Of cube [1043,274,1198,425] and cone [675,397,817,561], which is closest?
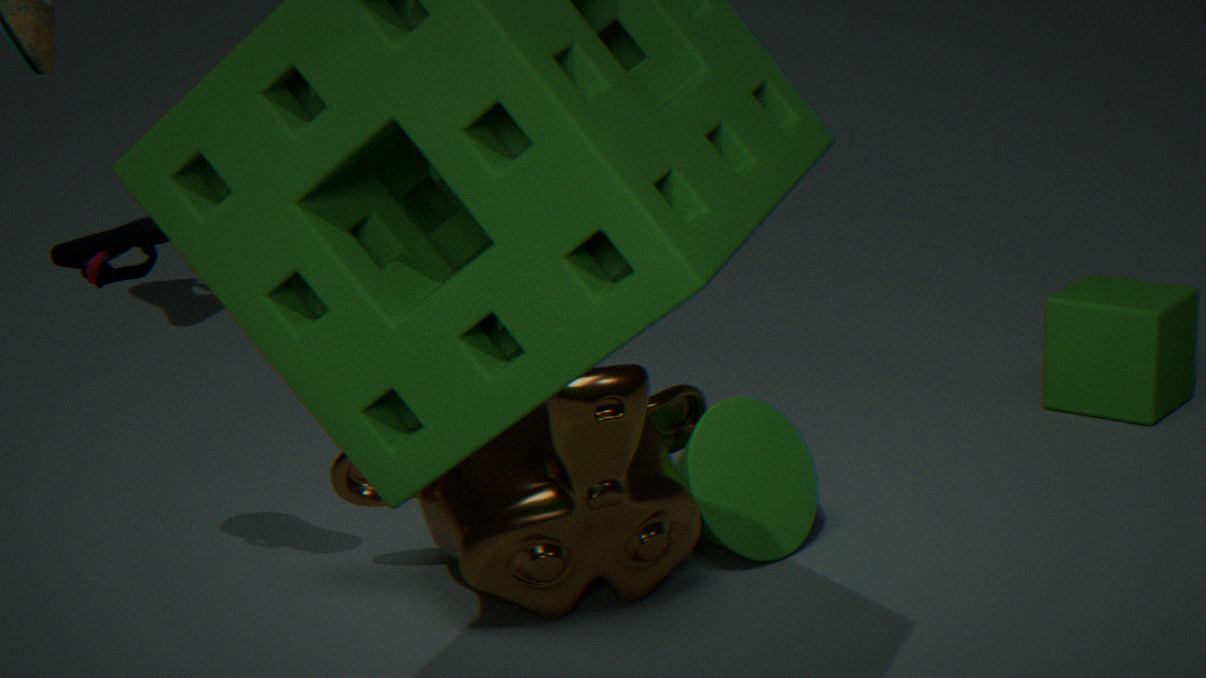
cone [675,397,817,561]
